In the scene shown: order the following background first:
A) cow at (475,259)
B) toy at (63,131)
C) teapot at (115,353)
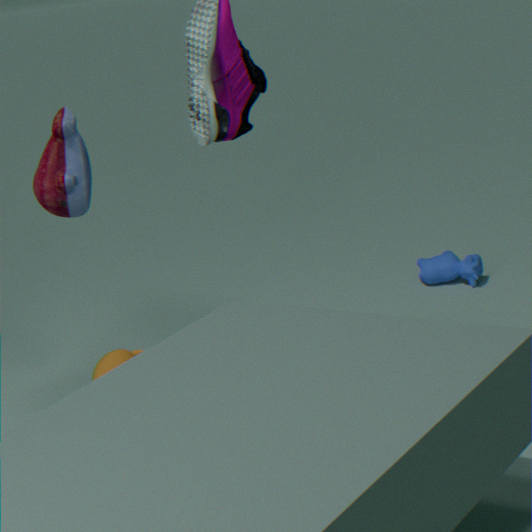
cow at (475,259)
teapot at (115,353)
toy at (63,131)
